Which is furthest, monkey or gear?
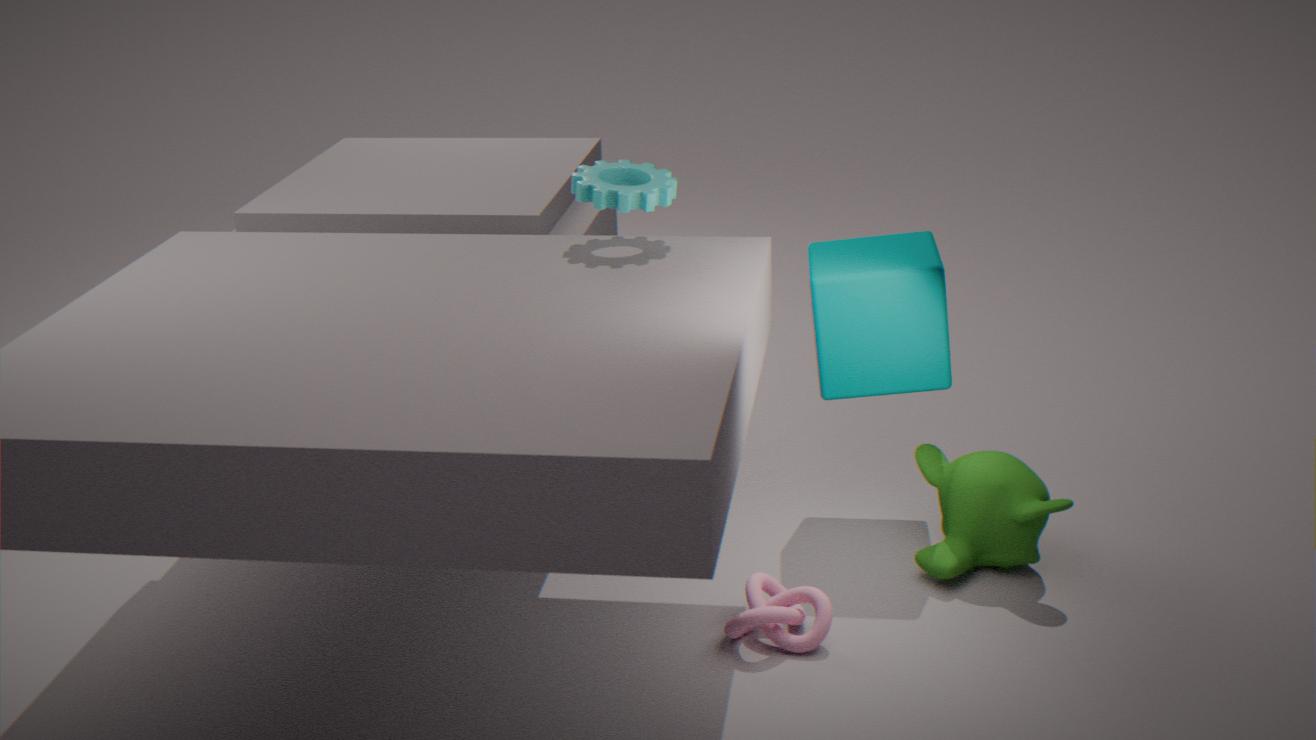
monkey
